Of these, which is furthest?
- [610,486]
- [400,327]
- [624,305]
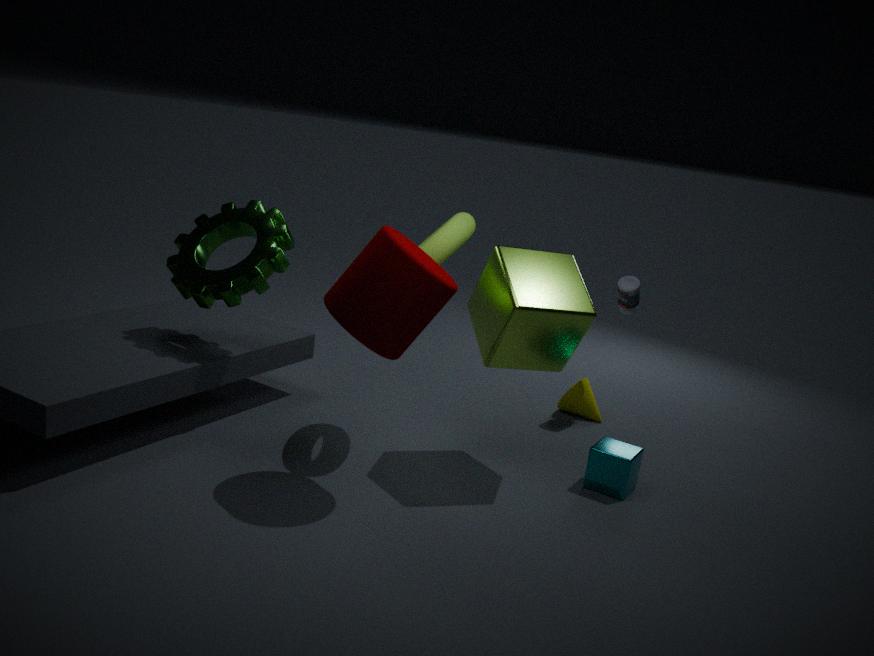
[624,305]
